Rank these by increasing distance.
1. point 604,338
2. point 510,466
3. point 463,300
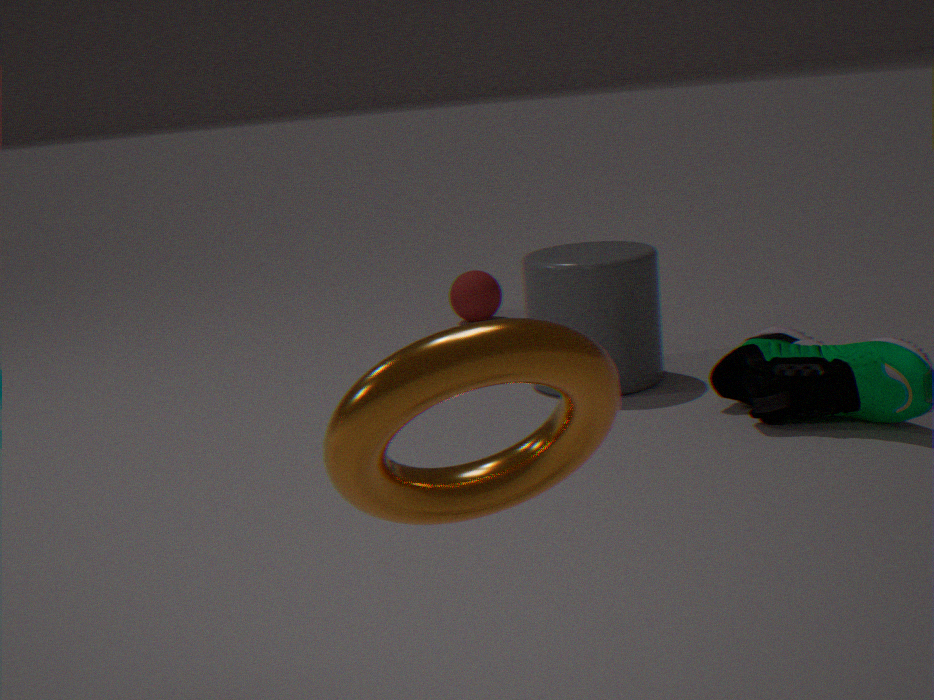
point 510,466 < point 604,338 < point 463,300
